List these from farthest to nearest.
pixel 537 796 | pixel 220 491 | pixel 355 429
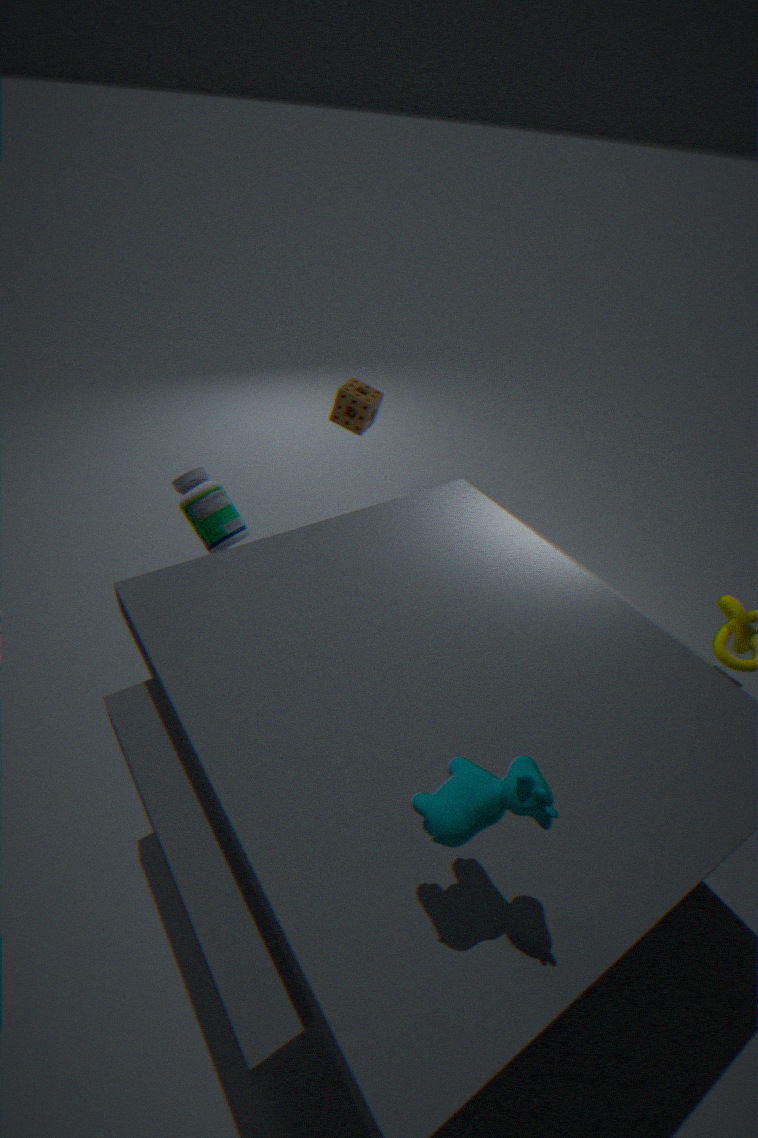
pixel 355 429
pixel 220 491
pixel 537 796
